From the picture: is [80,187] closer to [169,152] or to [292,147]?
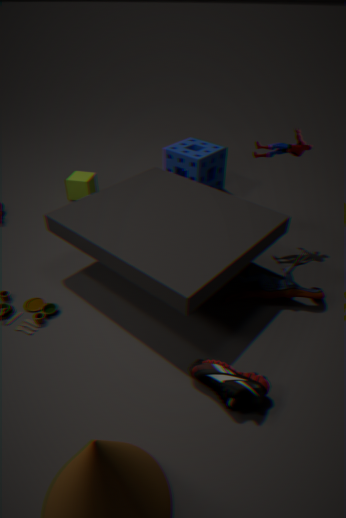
[169,152]
